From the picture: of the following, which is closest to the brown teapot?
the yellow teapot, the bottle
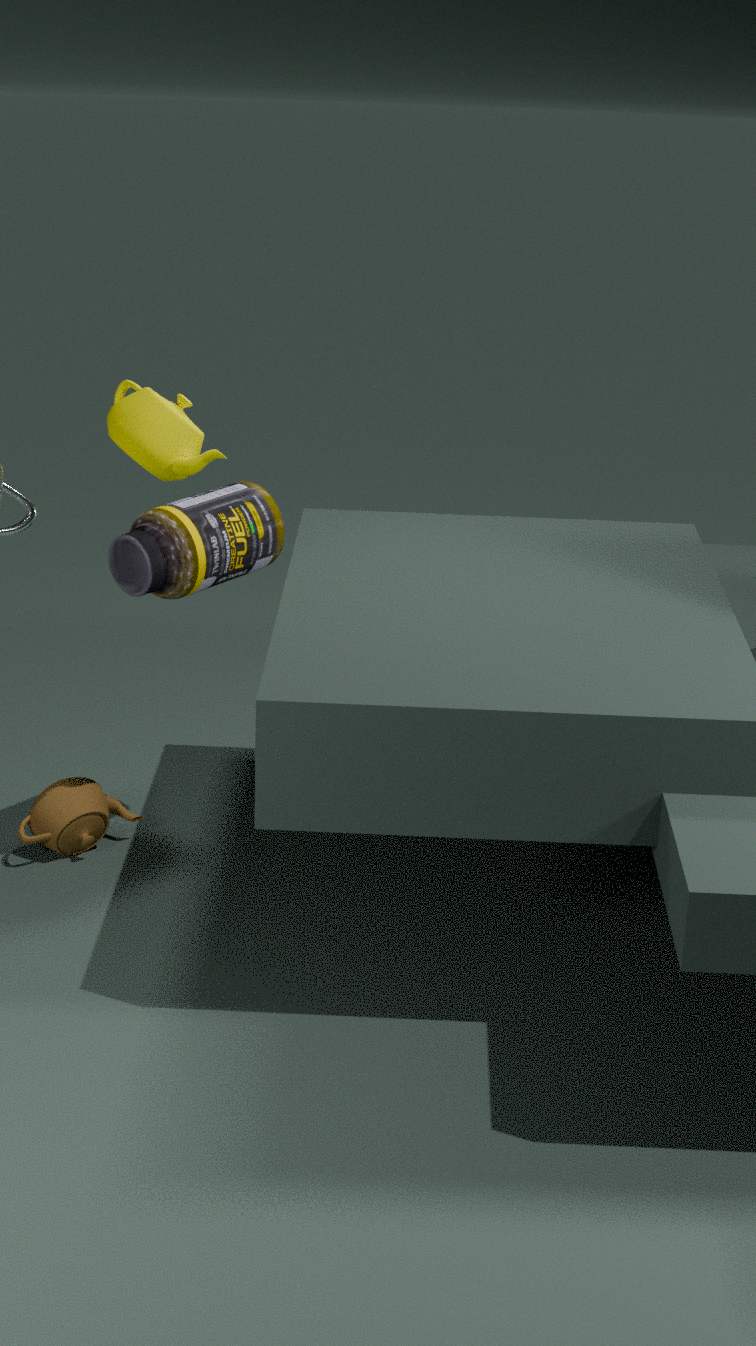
the bottle
